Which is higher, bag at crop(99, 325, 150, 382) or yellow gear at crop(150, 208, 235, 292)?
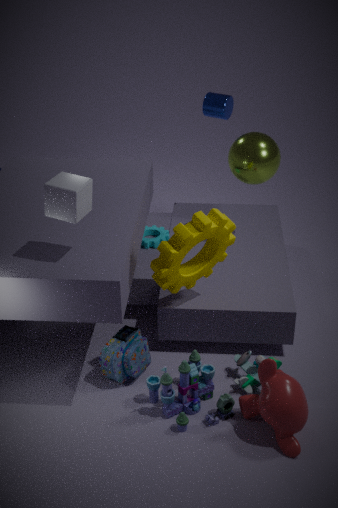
yellow gear at crop(150, 208, 235, 292)
